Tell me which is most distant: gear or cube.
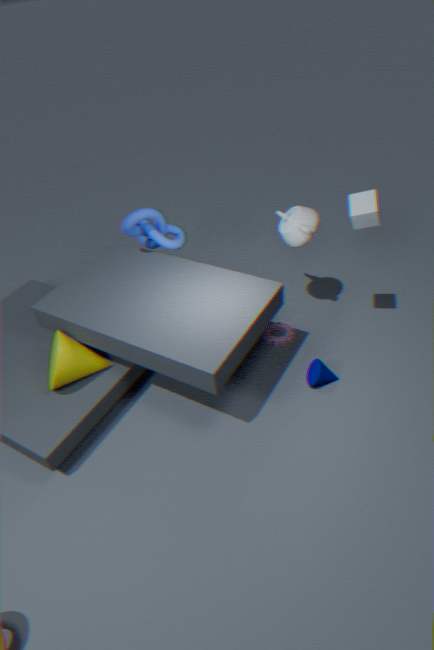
gear
